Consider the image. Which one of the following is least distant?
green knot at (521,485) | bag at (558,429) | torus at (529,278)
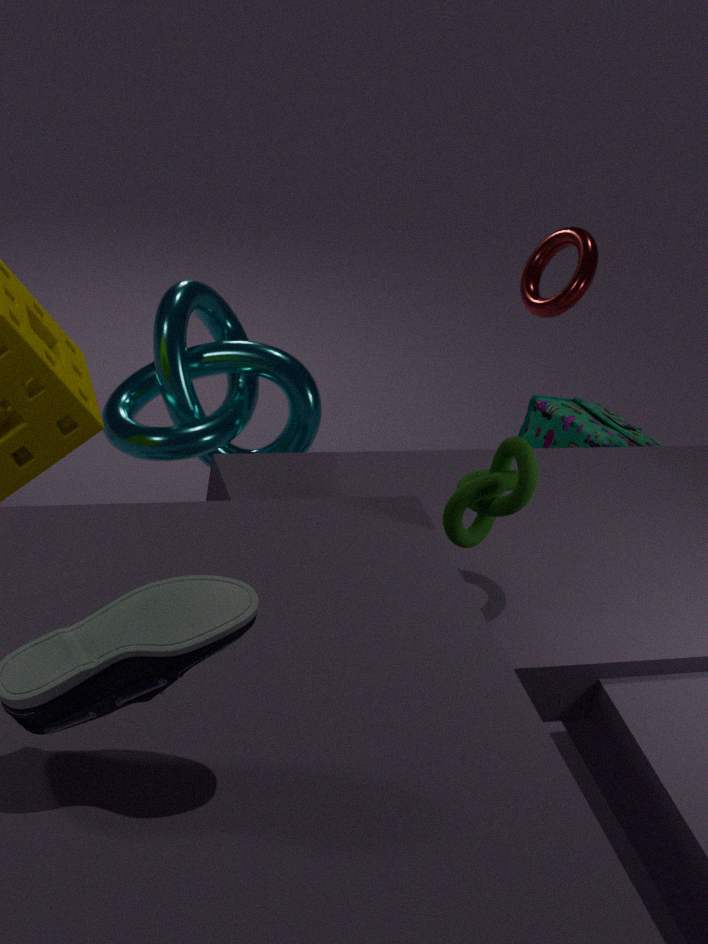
green knot at (521,485)
